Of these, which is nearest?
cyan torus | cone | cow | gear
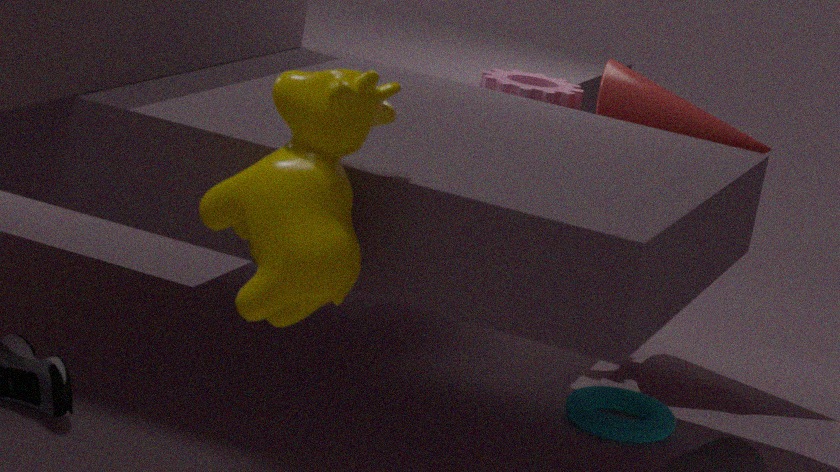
cow
